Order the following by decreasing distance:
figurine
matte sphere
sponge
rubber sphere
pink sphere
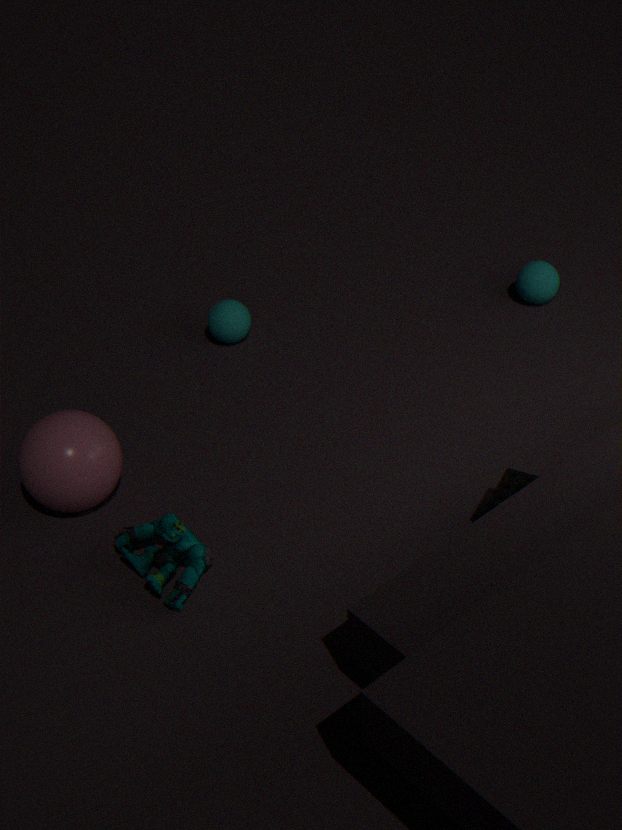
matte sphere, rubber sphere, pink sphere, sponge, figurine
